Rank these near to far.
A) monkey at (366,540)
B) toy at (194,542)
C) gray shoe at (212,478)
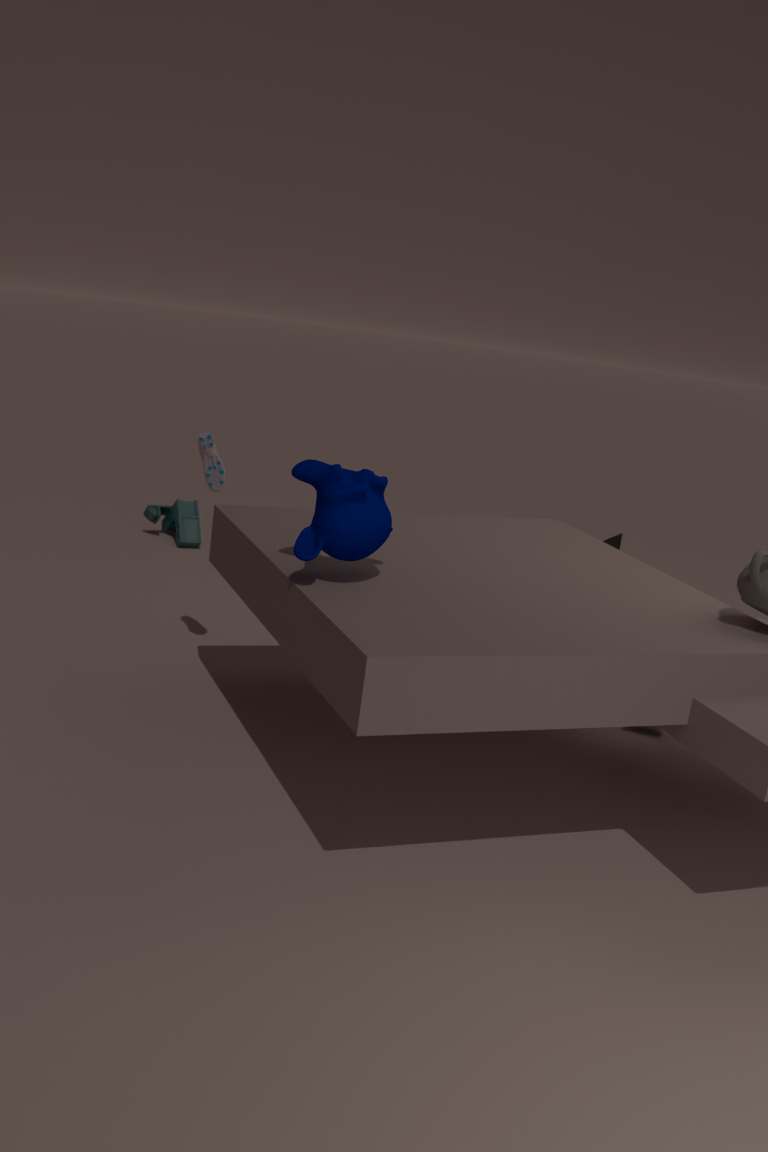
monkey at (366,540)
gray shoe at (212,478)
toy at (194,542)
